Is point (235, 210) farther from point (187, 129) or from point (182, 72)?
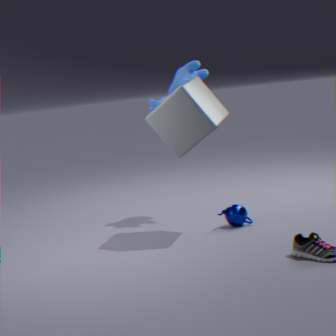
point (182, 72)
